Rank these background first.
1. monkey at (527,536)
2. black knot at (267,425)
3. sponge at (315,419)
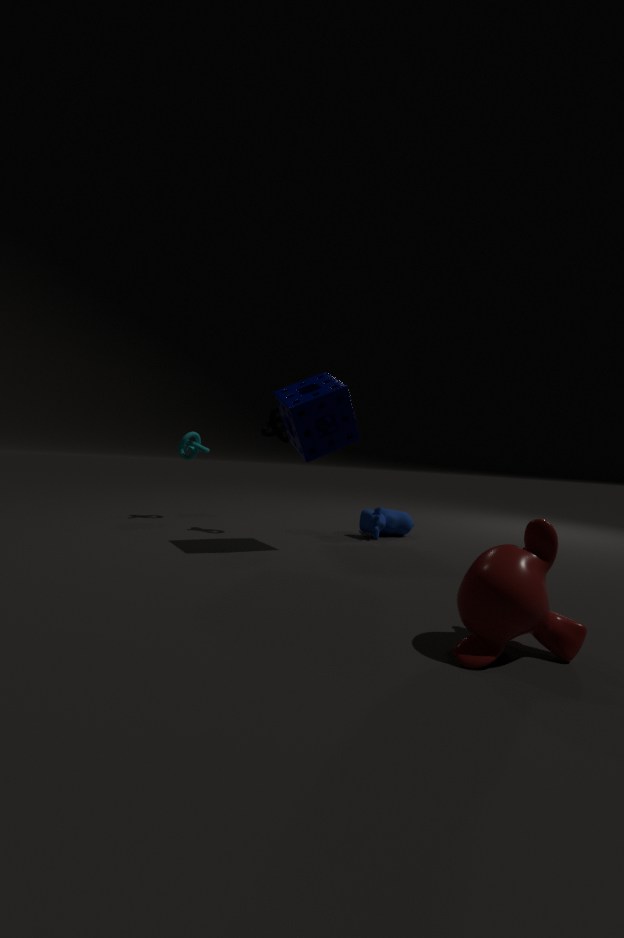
black knot at (267,425), sponge at (315,419), monkey at (527,536)
